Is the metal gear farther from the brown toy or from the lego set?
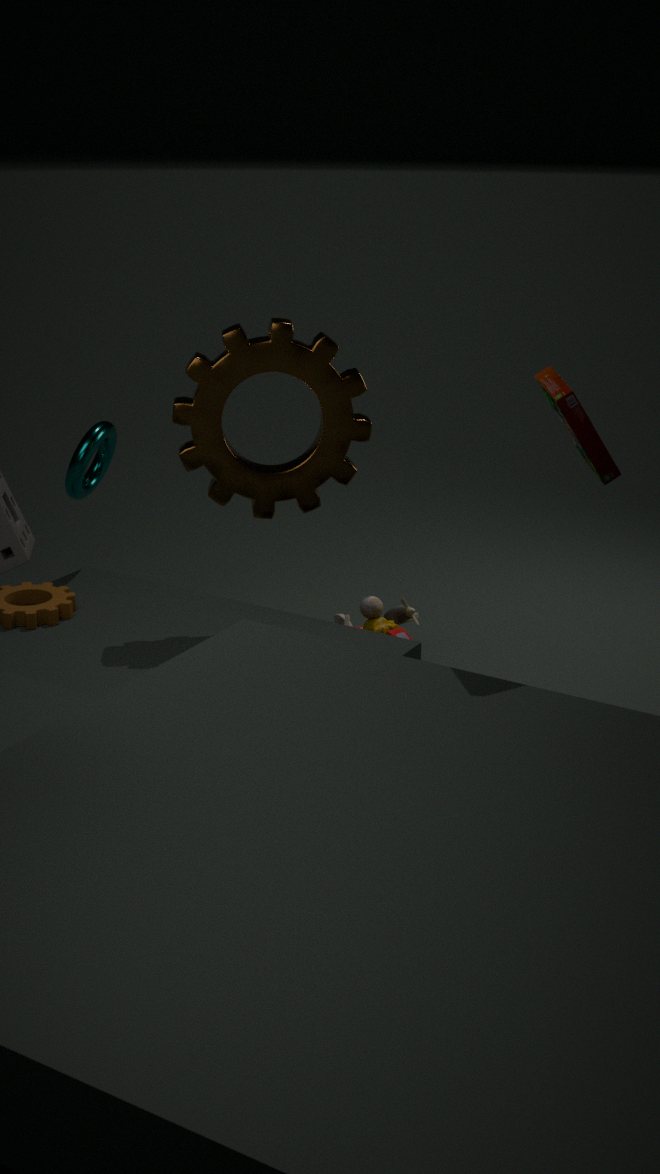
the lego set
